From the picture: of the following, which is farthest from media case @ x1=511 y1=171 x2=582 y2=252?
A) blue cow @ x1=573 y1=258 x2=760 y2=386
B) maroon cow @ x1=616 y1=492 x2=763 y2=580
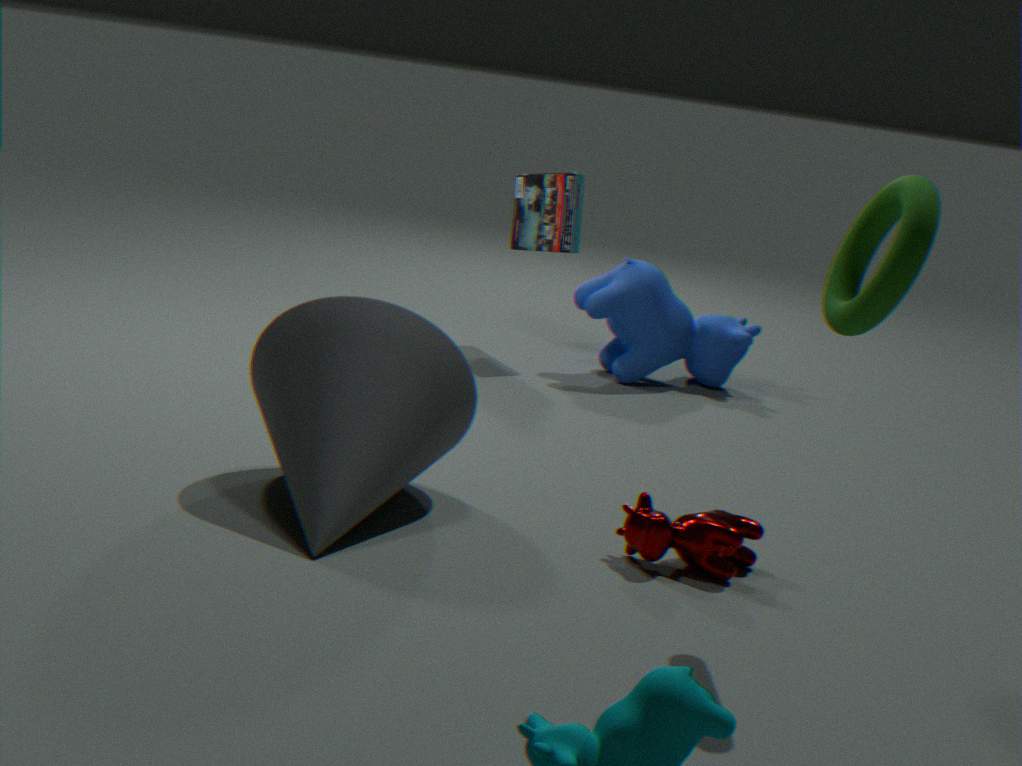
maroon cow @ x1=616 y1=492 x2=763 y2=580
